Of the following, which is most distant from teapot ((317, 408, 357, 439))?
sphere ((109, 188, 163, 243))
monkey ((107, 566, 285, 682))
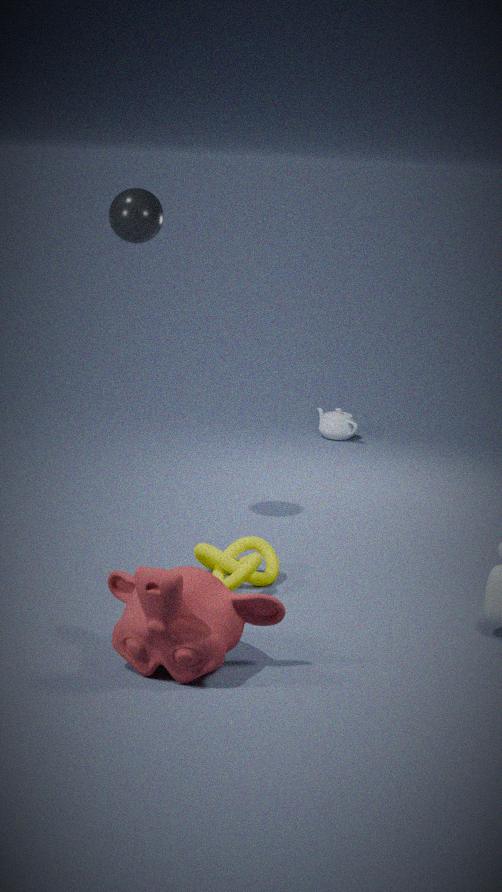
monkey ((107, 566, 285, 682))
